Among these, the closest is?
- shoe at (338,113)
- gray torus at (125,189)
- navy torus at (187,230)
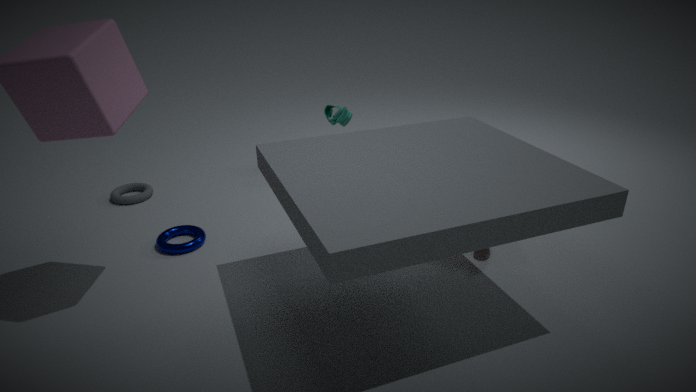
navy torus at (187,230)
